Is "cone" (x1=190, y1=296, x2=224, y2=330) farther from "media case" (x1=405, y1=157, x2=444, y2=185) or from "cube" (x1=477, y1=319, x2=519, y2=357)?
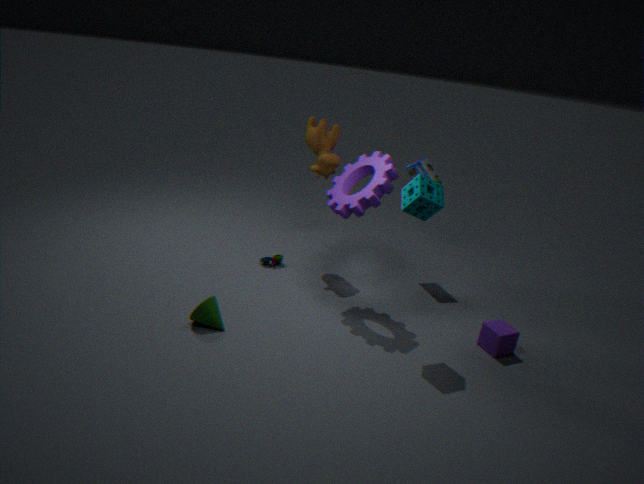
"media case" (x1=405, y1=157, x2=444, y2=185)
